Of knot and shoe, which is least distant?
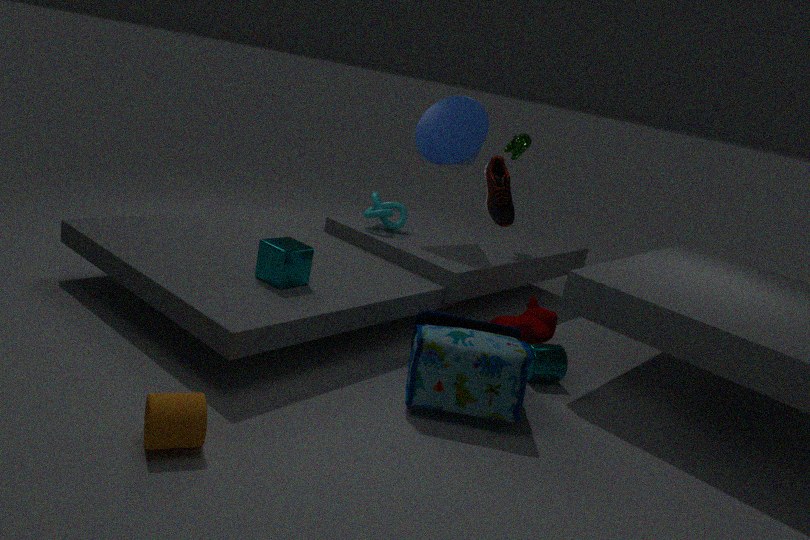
shoe
